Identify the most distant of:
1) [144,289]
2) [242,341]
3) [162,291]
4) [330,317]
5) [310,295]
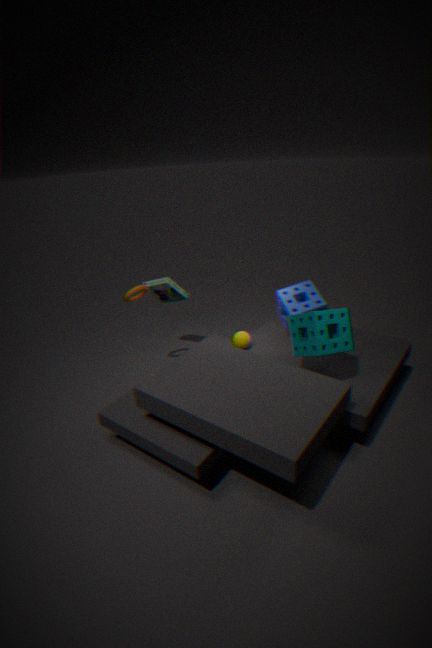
3. [162,291]
